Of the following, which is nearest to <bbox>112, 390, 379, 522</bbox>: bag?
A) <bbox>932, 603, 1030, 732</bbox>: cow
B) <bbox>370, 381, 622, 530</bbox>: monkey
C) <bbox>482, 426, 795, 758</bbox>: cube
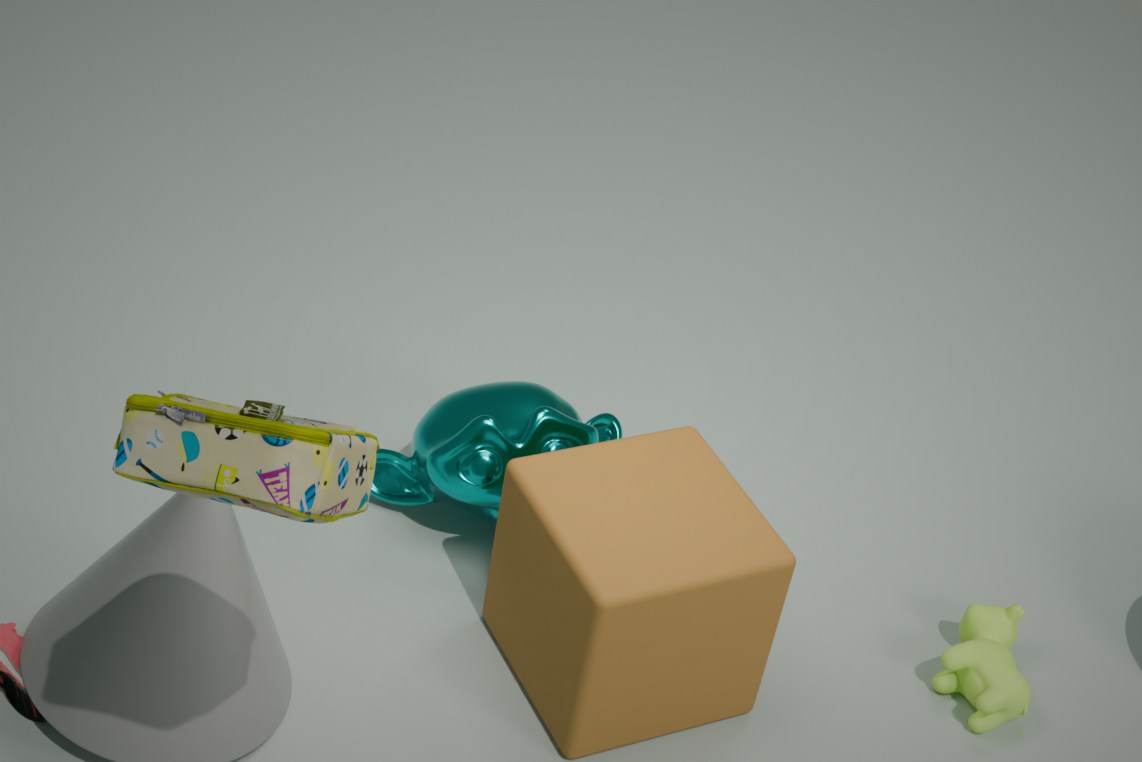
<bbox>482, 426, 795, 758</bbox>: cube
